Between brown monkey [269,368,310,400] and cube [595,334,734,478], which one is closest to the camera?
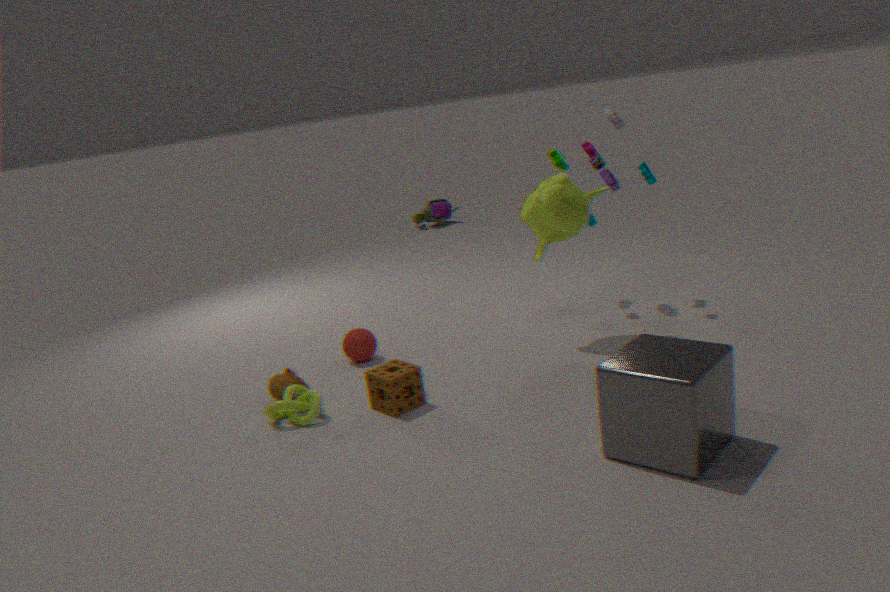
Result: cube [595,334,734,478]
